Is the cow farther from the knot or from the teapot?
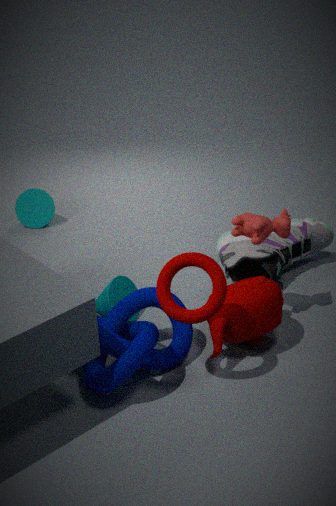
the knot
